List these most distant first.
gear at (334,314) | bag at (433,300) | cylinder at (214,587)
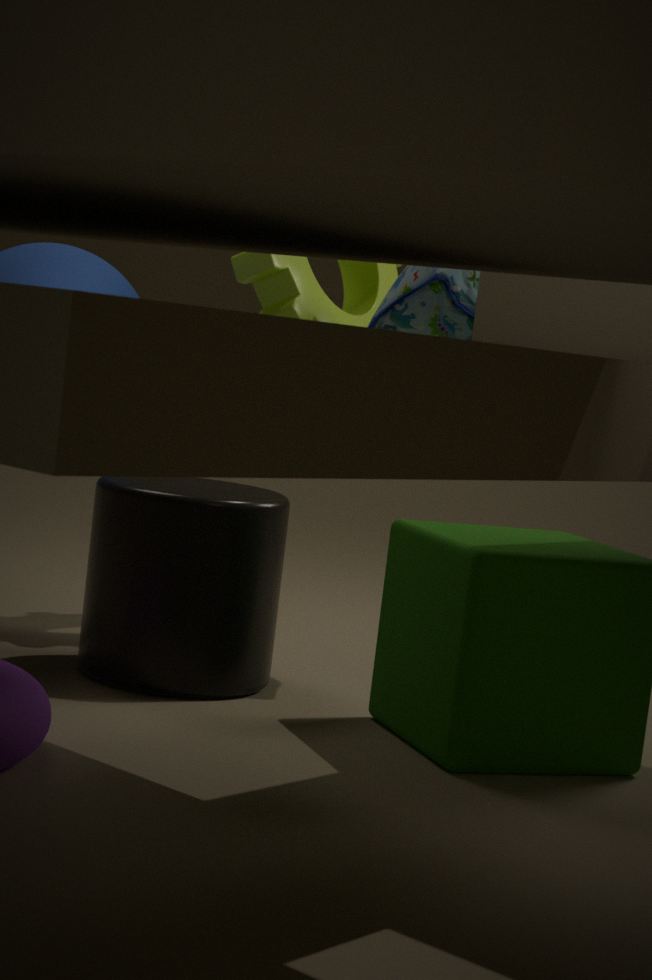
gear at (334,314) < bag at (433,300) < cylinder at (214,587)
